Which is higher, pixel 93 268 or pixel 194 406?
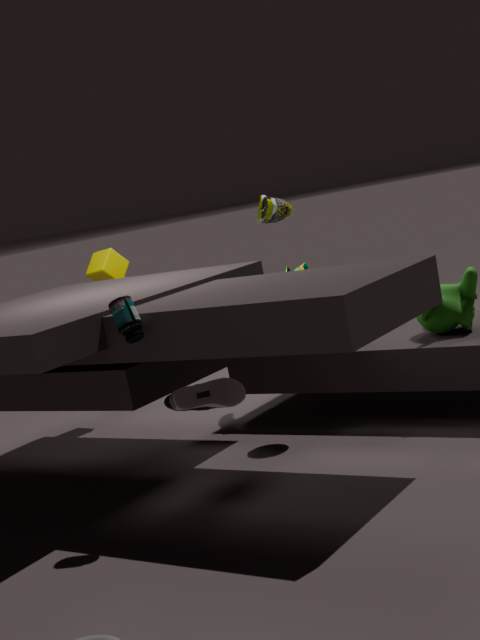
pixel 93 268
